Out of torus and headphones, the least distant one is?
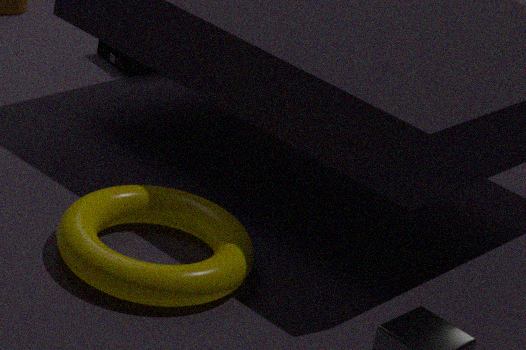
torus
